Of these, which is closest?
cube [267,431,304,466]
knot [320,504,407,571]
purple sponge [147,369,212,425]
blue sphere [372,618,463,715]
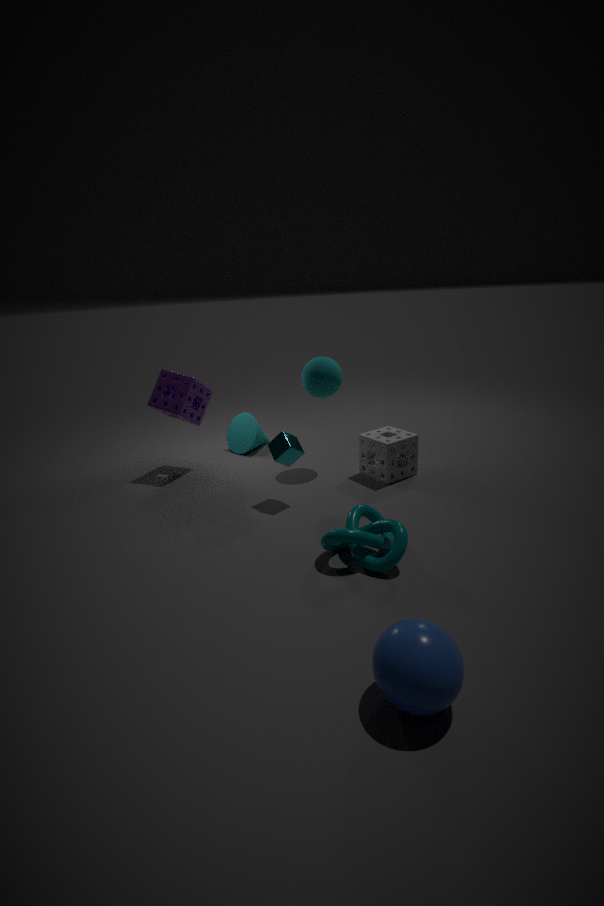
blue sphere [372,618,463,715]
